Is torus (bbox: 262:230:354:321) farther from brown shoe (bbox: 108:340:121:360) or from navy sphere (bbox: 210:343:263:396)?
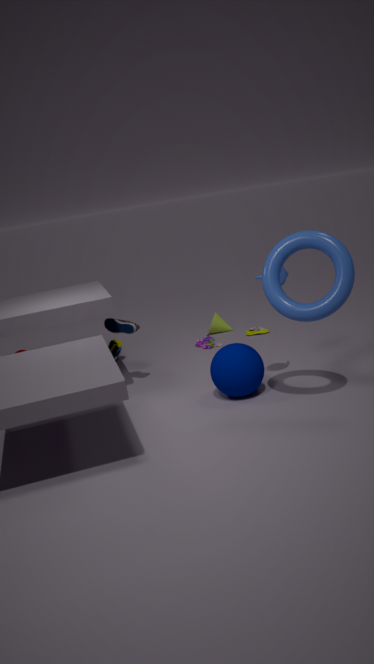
brown shoe (bbox: 108:340:121:360)
